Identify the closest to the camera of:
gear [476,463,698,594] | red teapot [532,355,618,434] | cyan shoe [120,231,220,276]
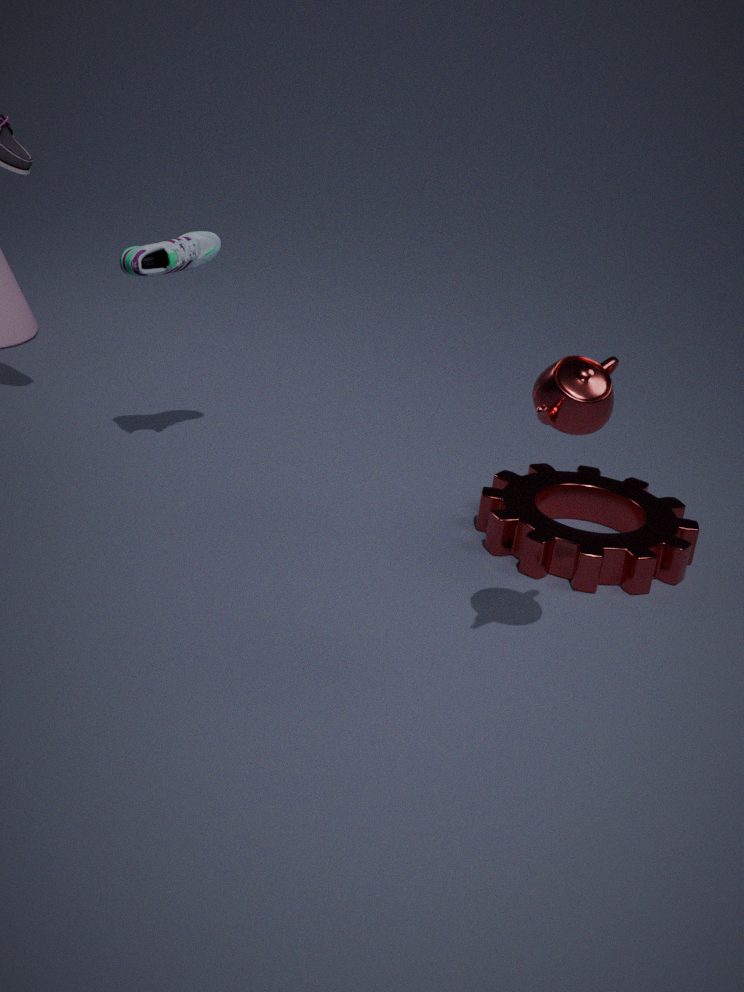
red teapot [532,355,618,434]
